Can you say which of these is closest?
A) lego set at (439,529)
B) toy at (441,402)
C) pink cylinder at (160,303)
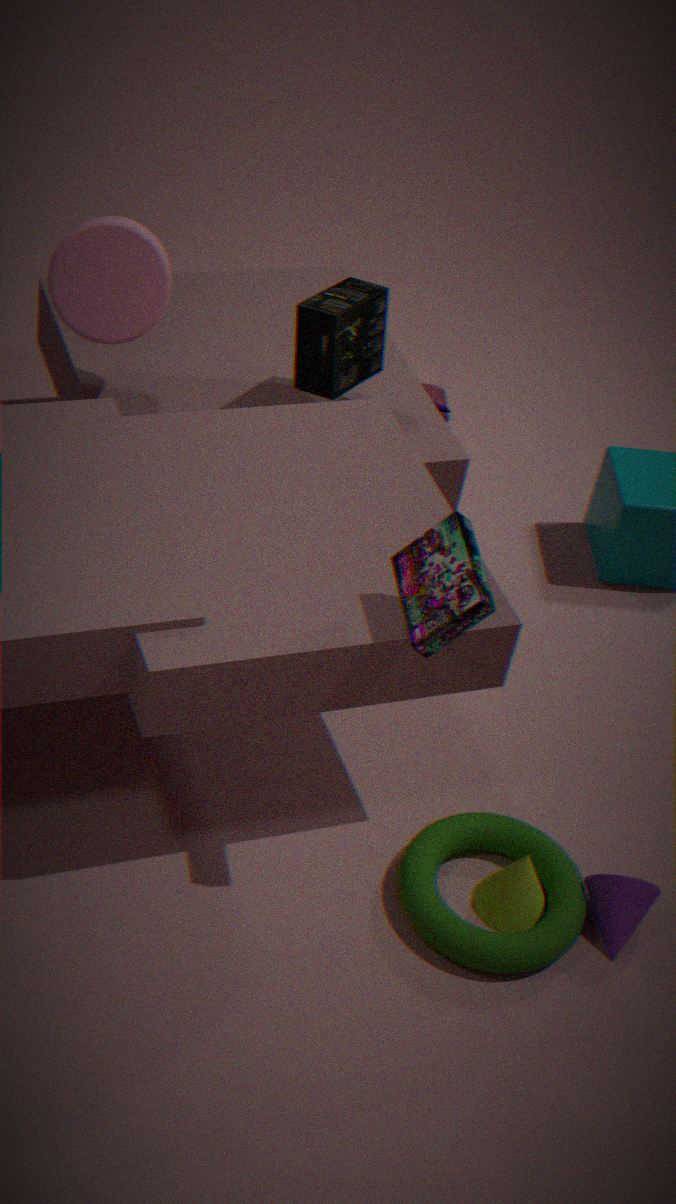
lego set at (439,529)
